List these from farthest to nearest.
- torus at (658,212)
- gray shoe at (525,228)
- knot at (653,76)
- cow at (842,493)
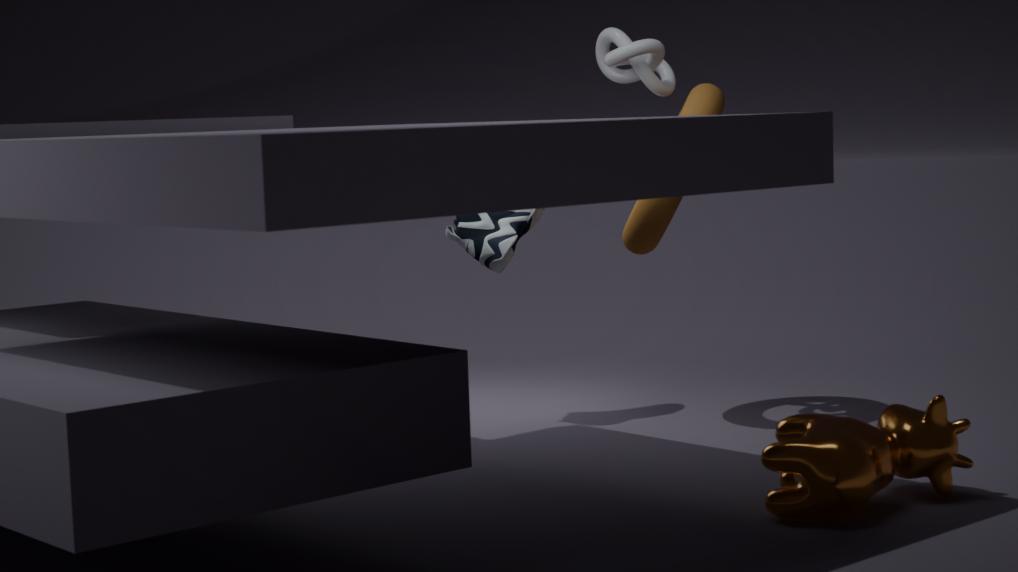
1. gray shoe at (525,228)
2. knot at (653,76)
3. torus at (658,212)
4. cow at (842,493)
